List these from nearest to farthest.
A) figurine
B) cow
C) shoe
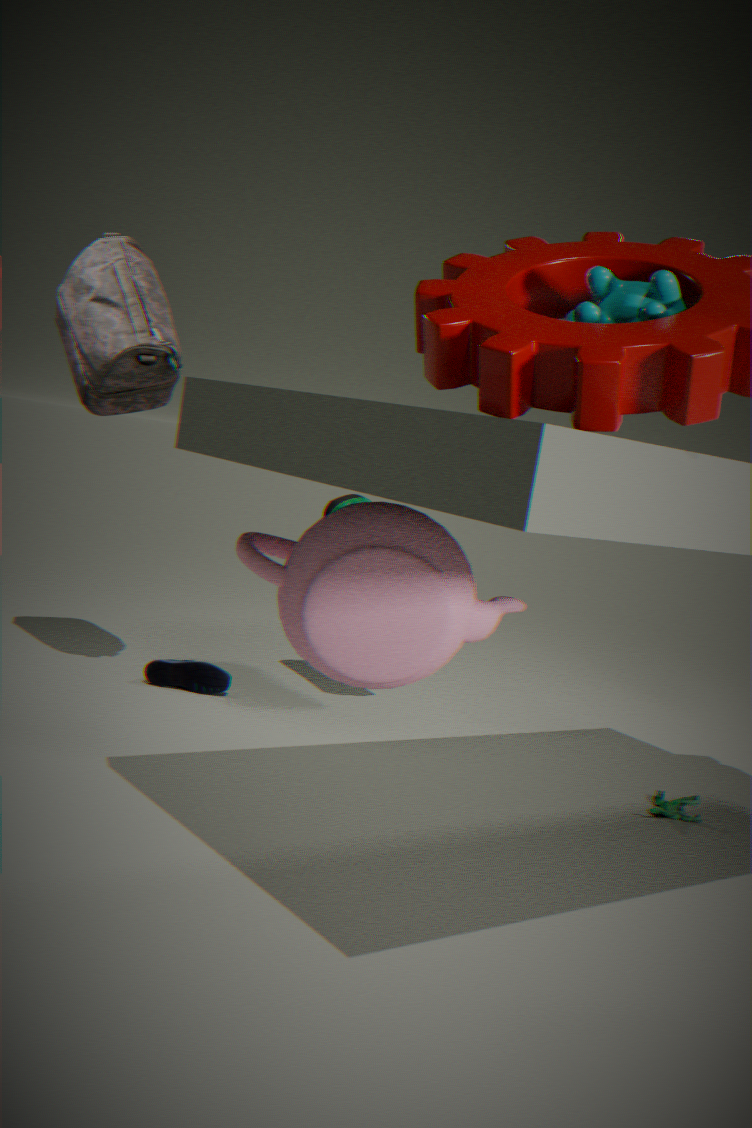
cow < figurine < shoe
